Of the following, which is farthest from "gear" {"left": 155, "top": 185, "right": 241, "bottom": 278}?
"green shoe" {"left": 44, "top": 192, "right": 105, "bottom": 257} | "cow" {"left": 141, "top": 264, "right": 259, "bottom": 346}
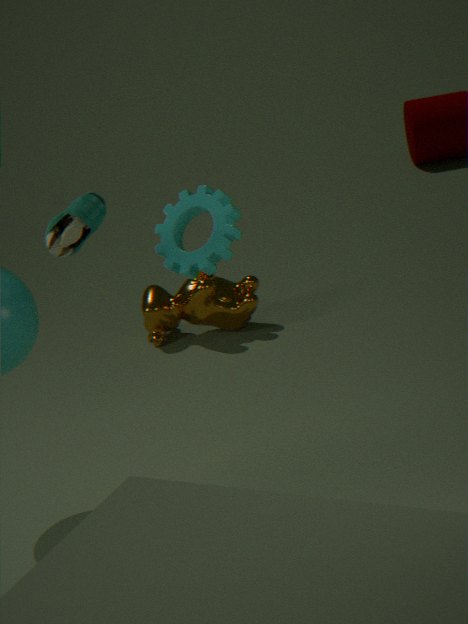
"cow" {"left": 141, "top": 264, "right": 259, "bottom": 346}
